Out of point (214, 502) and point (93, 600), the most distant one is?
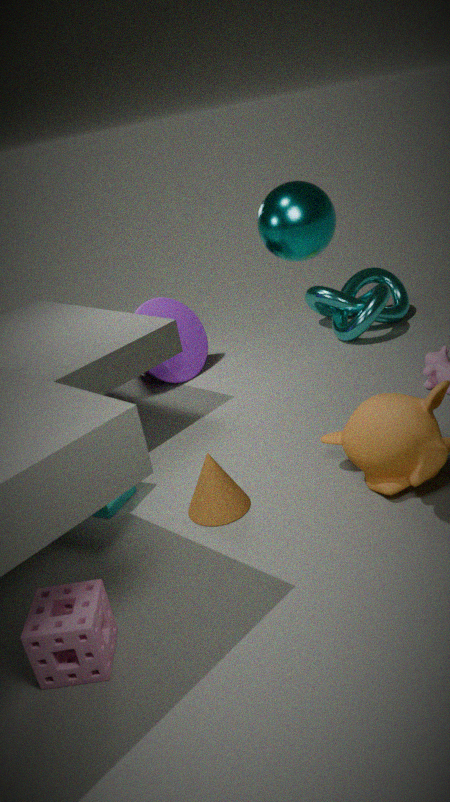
point (214, 502)
